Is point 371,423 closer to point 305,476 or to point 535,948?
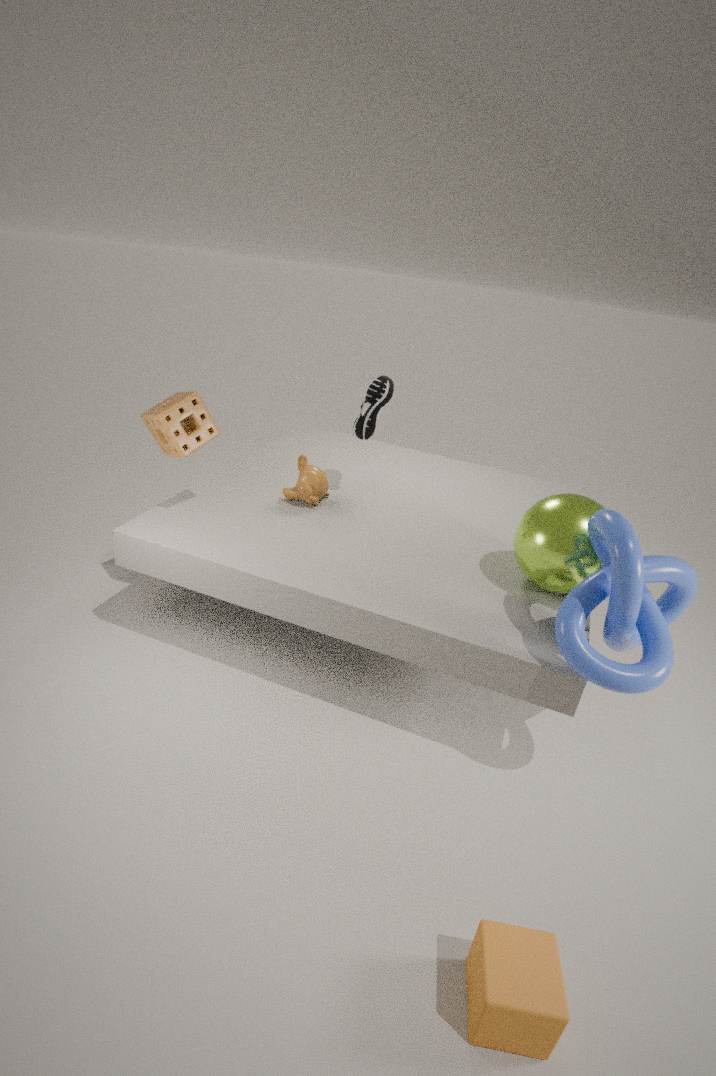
point 305,476
